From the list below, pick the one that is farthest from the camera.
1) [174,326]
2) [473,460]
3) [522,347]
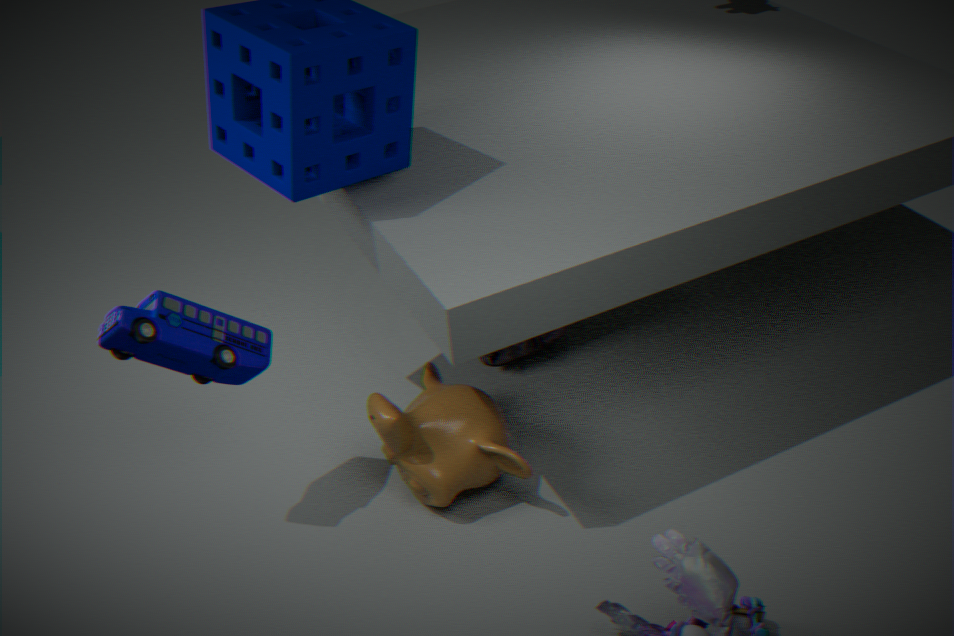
Answer: 3. [522,347]
